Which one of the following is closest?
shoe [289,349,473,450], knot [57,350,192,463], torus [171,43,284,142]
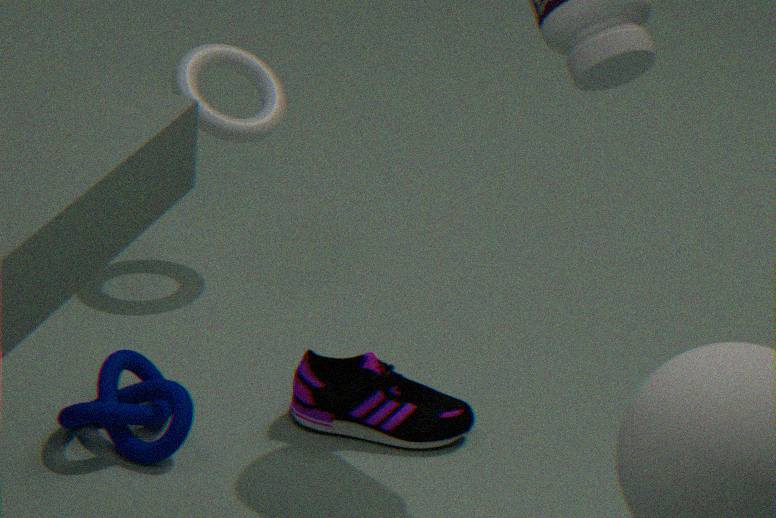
knot [57,350,192,463]
